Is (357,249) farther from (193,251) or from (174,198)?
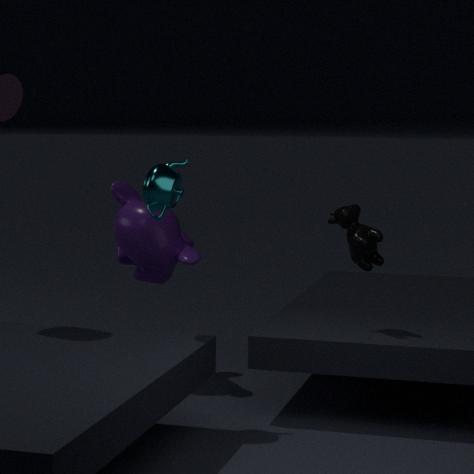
(193,251)
